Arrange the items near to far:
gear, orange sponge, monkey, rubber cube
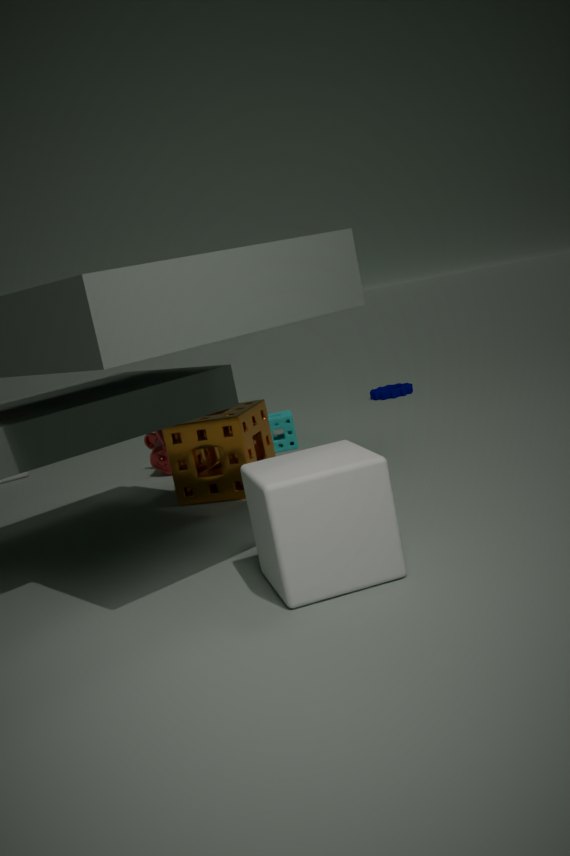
1. rubber cube
2. orange sponge
3. monkey
4. gear
